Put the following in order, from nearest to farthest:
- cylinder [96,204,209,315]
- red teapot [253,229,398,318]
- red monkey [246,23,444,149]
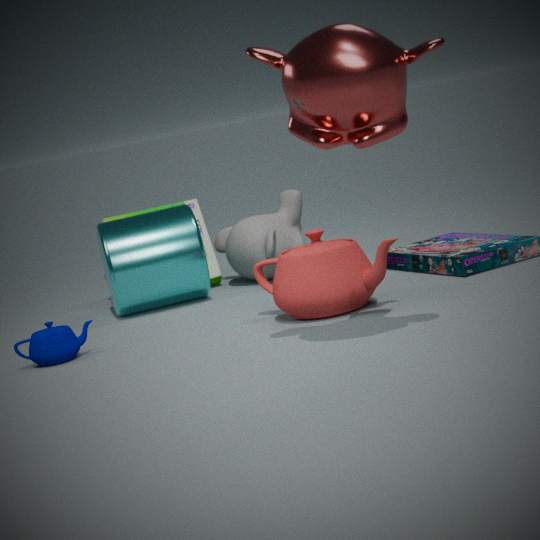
red monkey [246,23,444,149], red teapot [253,229,398,318], cylinder [96,204,209,315]
